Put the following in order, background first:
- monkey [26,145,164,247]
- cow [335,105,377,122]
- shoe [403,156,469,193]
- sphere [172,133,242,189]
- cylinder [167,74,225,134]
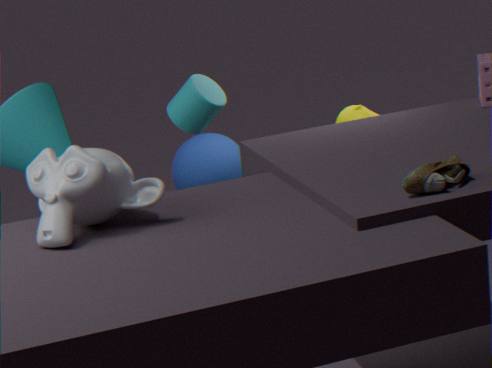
sphere [172,133,242,189] < cow [335,105,377,122] < cylinder [167,74,225,134] < monkey [26,145,164,247] < shoe [403,156,469,193]
